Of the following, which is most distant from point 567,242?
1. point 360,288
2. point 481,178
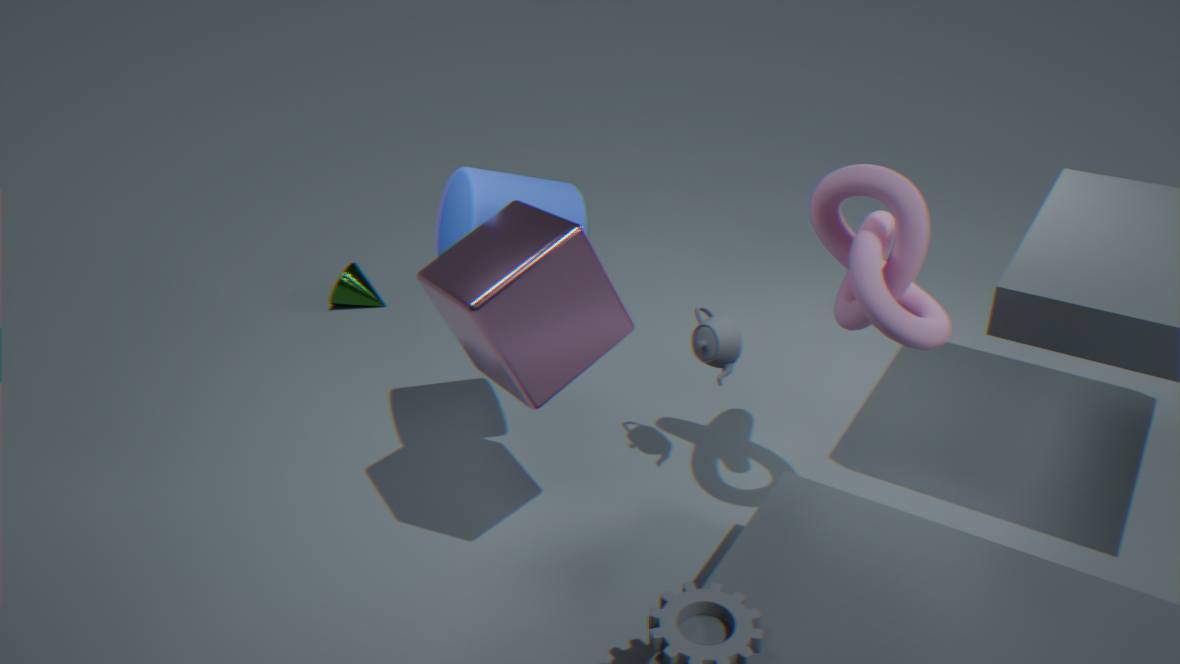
point 360,288
